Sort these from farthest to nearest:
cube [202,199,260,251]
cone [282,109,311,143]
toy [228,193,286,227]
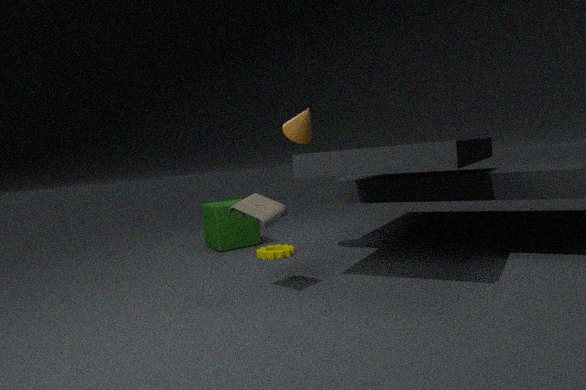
cube [202,199,260,251], cone [282,109,311,143], toy [228,193,286,227]
